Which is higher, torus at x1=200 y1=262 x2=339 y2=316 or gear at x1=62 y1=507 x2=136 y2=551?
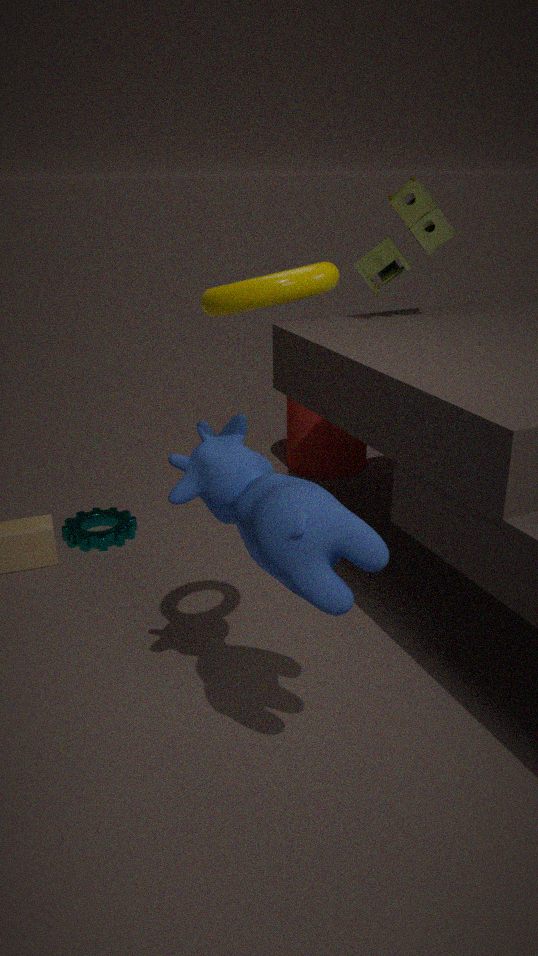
torus at x1=200 y1=262 x2=339 y2=316
